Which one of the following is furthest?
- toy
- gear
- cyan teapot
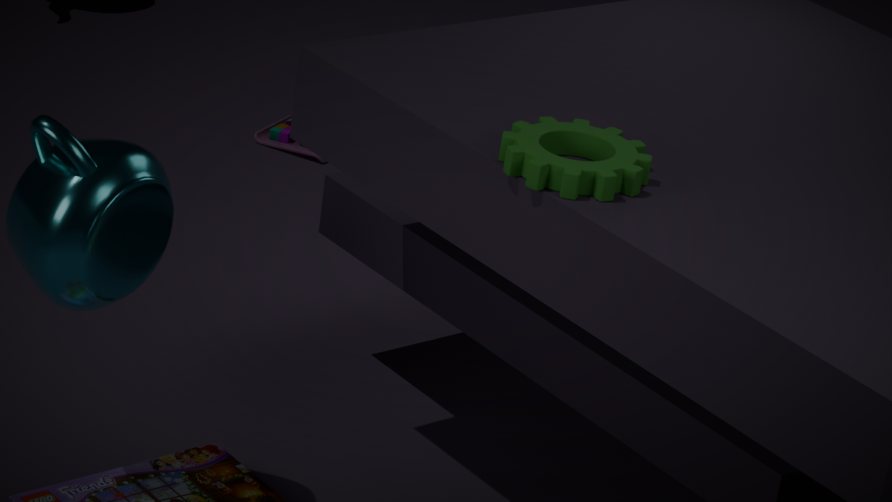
toy
